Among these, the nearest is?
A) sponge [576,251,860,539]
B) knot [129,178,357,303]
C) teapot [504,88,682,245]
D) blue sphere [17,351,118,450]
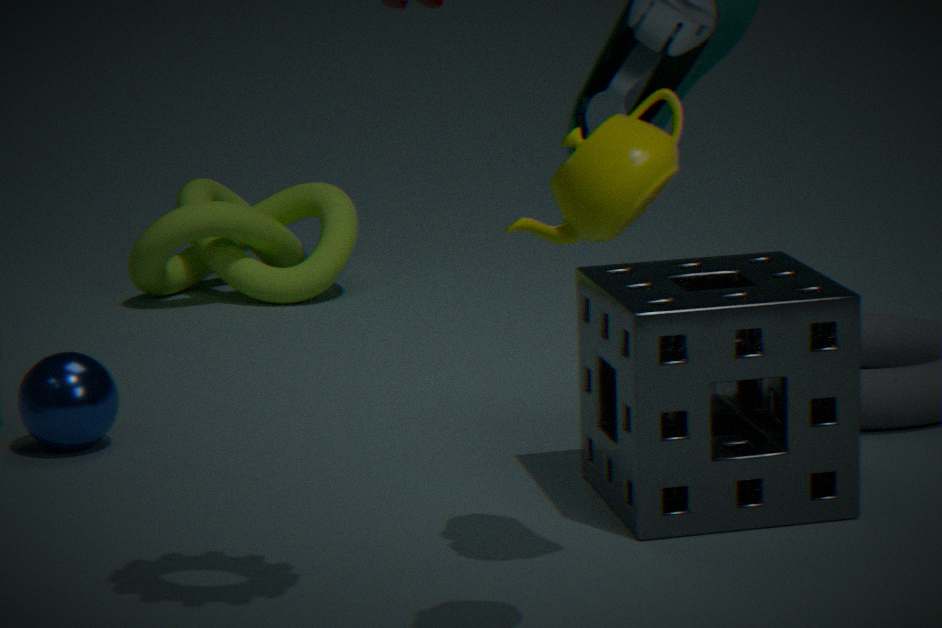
teapot [504,88,682,245]
